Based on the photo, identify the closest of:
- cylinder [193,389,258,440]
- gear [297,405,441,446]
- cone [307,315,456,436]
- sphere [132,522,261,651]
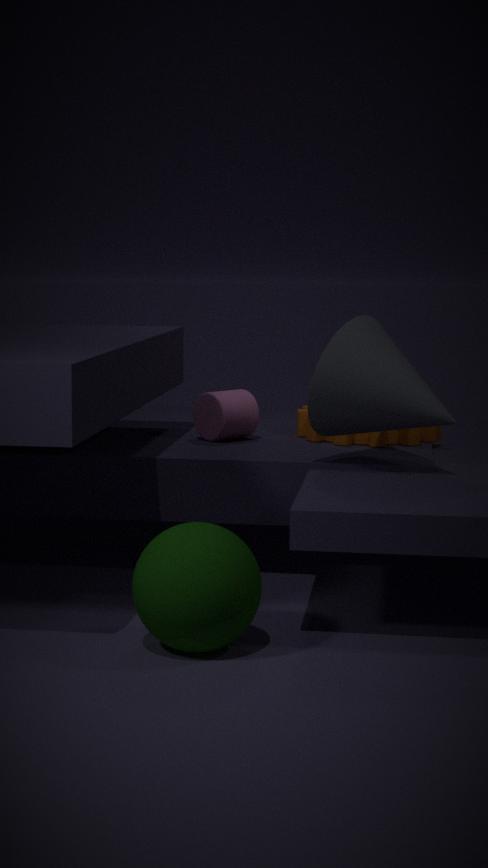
sphere [132,522,261,651]
